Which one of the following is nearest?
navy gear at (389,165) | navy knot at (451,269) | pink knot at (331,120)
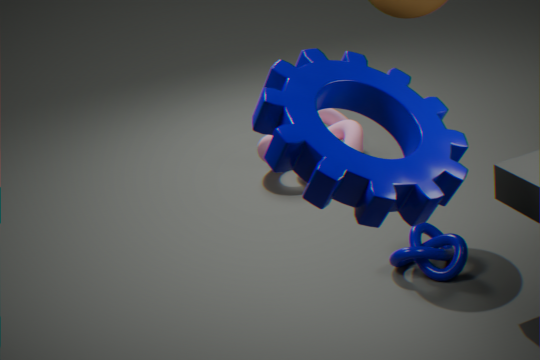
navy gear at (389,165)
